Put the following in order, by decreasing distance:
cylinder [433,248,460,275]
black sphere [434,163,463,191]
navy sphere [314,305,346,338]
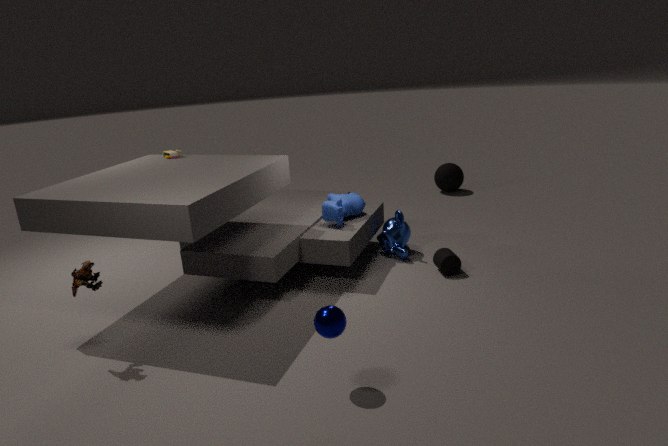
black sphere [434,163,463,191]
cylinder [433,248,460,275]
navy sphere [314,305,346,338]
